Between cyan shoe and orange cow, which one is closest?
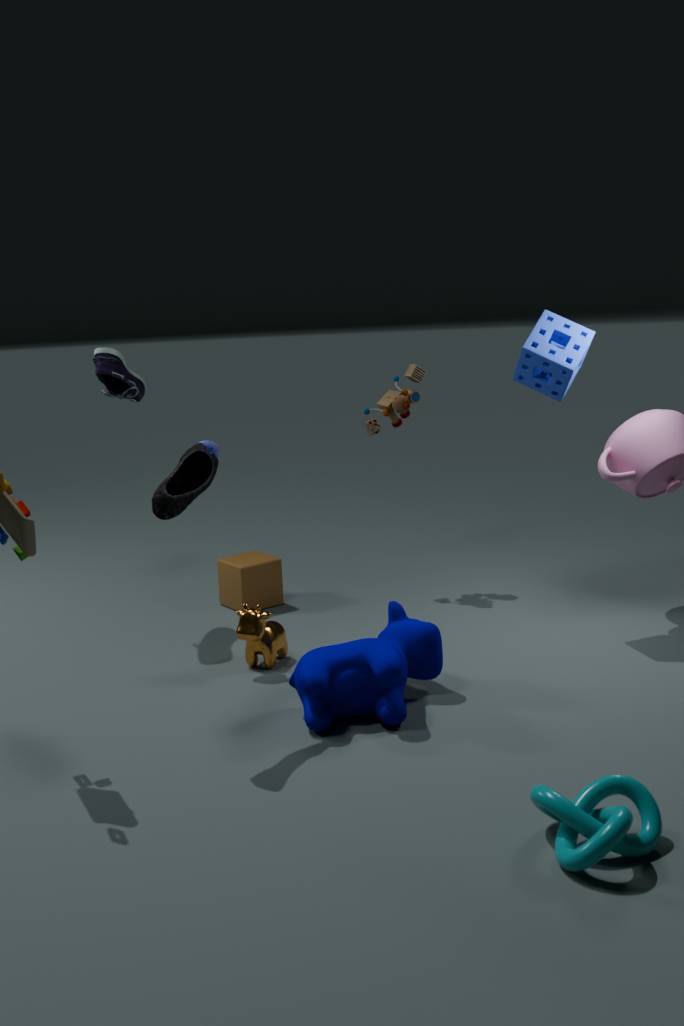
cyan shoe
